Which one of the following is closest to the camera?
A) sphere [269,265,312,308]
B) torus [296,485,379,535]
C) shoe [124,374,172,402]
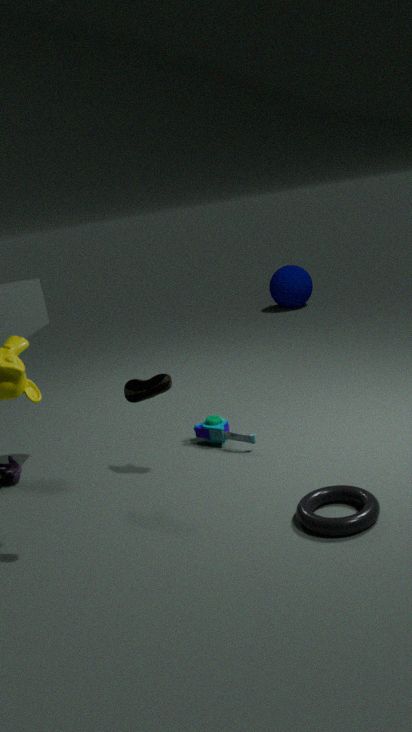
torus [296,485,379,535]
